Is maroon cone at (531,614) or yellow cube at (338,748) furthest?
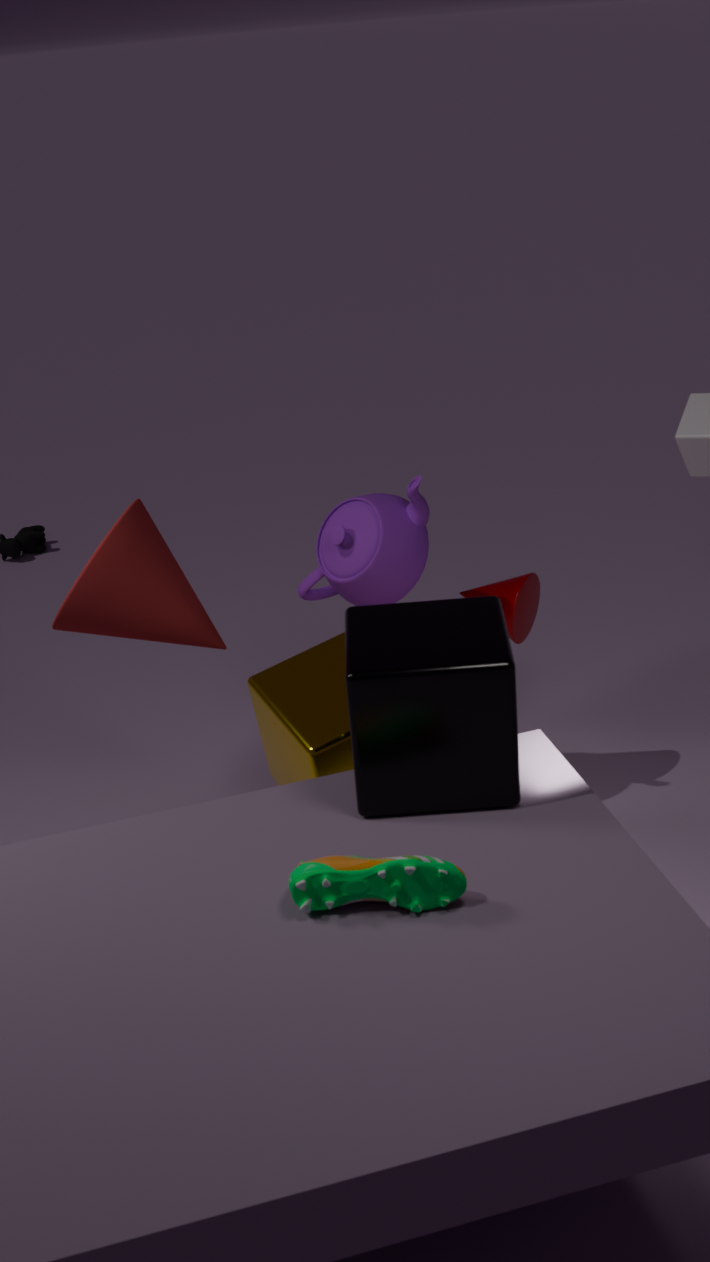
maroon cone at (531,614)
